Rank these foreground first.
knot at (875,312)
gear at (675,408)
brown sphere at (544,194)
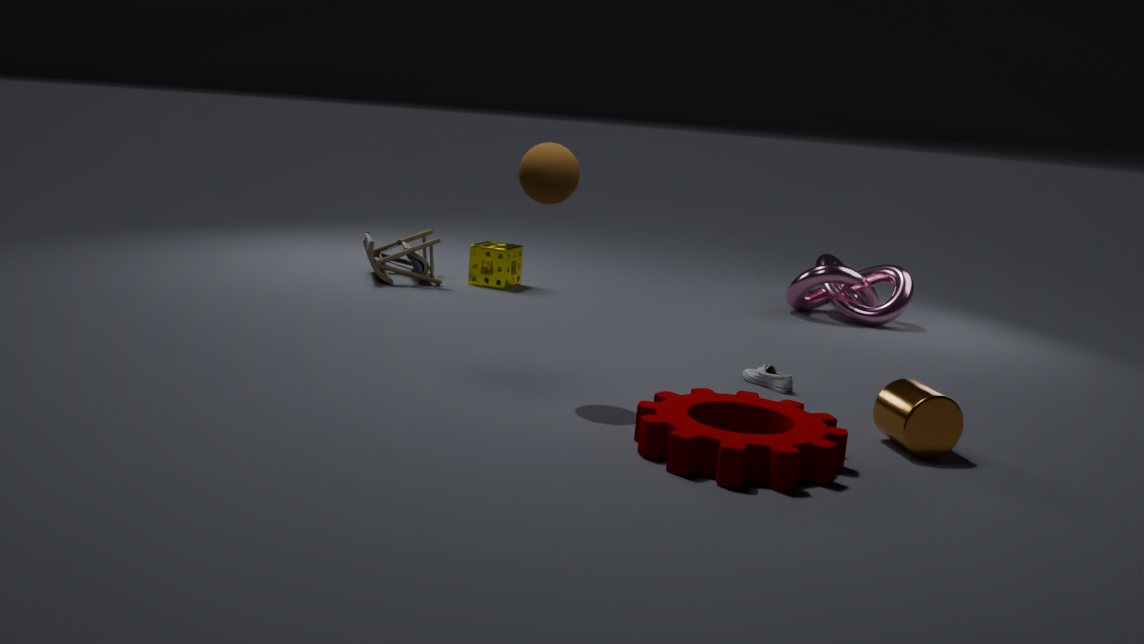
gear at (675,408) < brown sphere at (544,194) < knot at (875,312)
